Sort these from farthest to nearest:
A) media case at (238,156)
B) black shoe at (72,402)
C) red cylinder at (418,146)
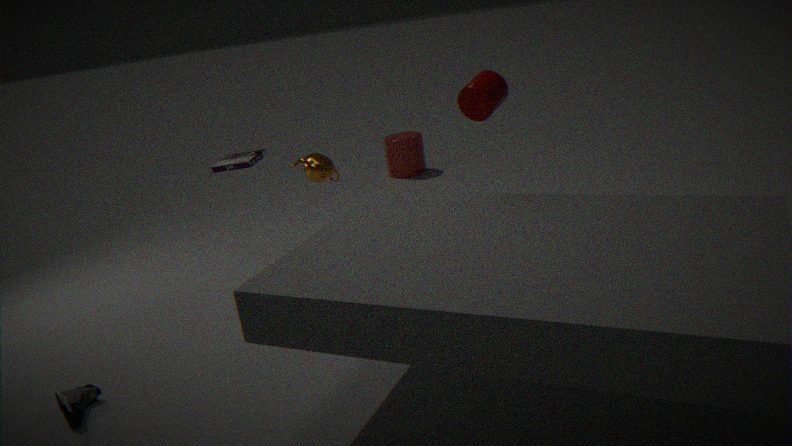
red cylinder at (418,146)
media case at (238,156)
black shoe at (72,402)
